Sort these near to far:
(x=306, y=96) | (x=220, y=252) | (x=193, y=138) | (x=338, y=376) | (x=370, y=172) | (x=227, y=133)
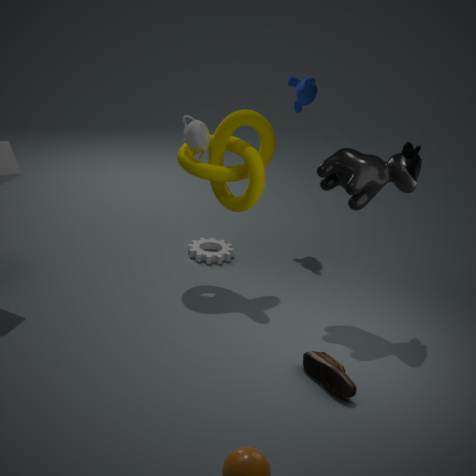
(x=338, y=376) < (x=370, y=172) < (x=193, y=138) < (x=227, y=133) < (x=220, y=252) < (x=306, y=96)
